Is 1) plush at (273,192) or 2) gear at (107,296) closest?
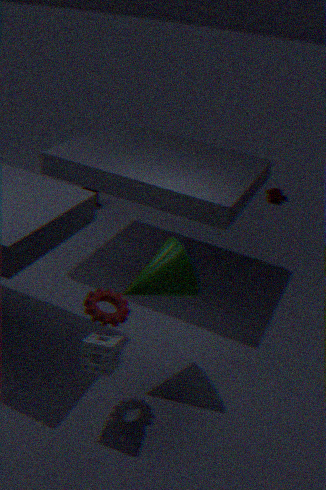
2. gear at (107,296)
